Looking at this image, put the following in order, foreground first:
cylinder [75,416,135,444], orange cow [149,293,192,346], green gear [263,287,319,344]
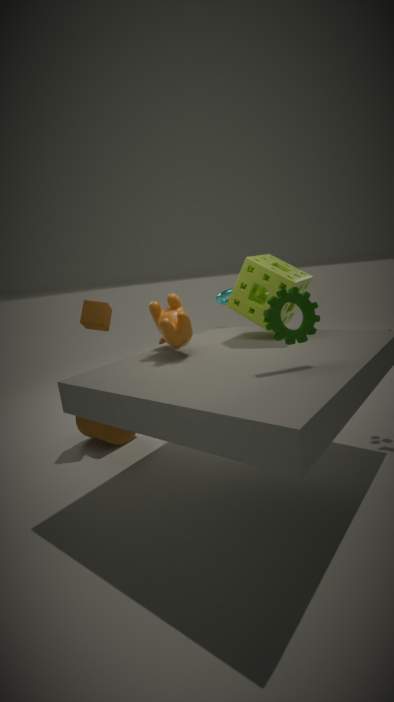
green gear [263,287,319,344], orange cow [149,293,192,346], cylinder [75,416,135,444]
